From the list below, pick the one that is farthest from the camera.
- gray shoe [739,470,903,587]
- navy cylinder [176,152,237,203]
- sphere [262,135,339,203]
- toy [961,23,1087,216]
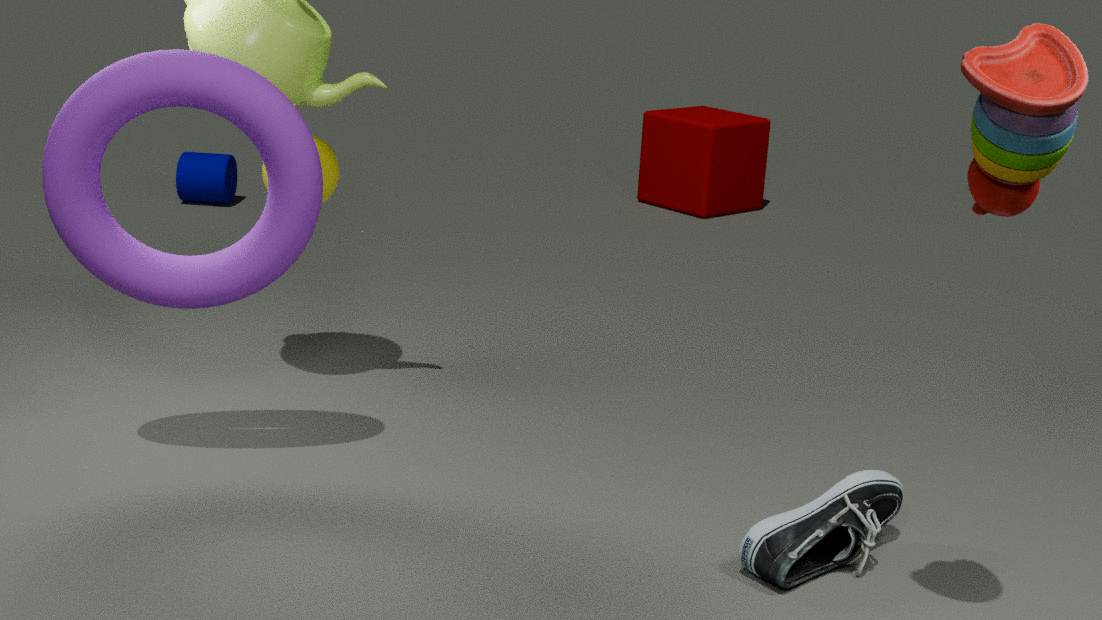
navy cylinder [176,152,237,203]
